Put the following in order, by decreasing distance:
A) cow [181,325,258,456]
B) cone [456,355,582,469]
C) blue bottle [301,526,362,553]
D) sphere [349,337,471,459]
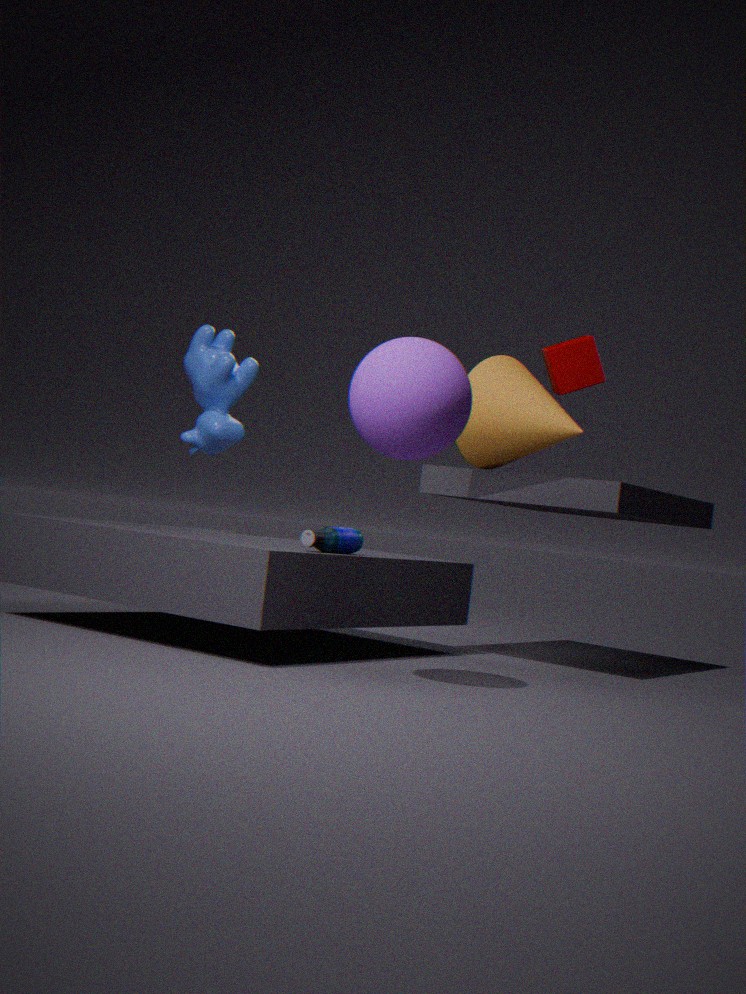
cow [181,325,258,456], cone [456,355,582,469], blue bottle [301,526,362,553], sphere [349,337,471,459]
